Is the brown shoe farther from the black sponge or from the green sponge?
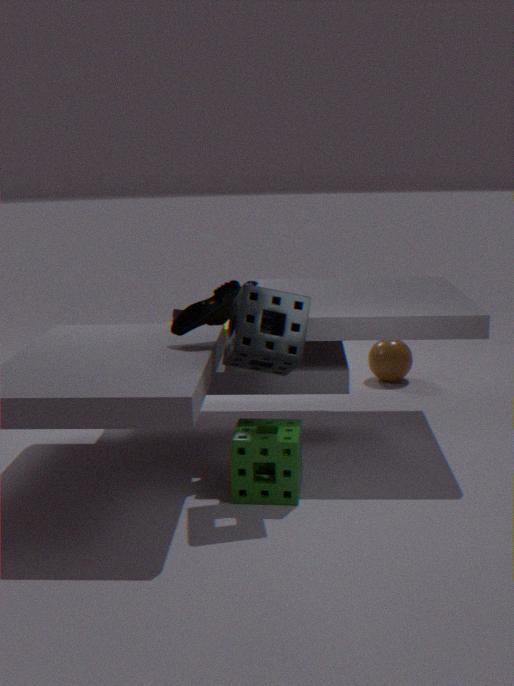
the green sponge
